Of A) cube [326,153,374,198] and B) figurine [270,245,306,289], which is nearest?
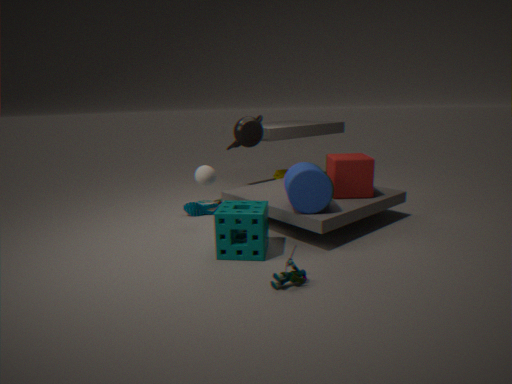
B. figurine [270,245,306,289]
